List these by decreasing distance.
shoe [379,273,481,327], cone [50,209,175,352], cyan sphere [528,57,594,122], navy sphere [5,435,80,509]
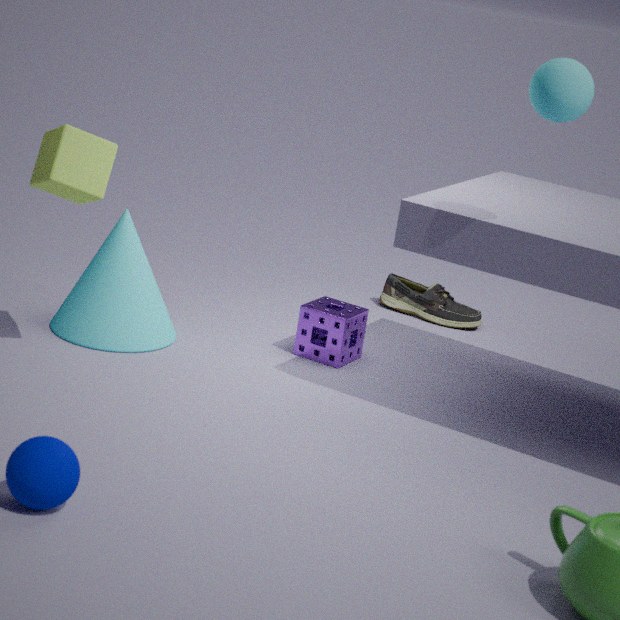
1. shoe [379,273,481,327]
2. cone [50,209,175,352]
3. cyan sphere [528,57,594,122]
4. navy sphere [5,435,80,509]
